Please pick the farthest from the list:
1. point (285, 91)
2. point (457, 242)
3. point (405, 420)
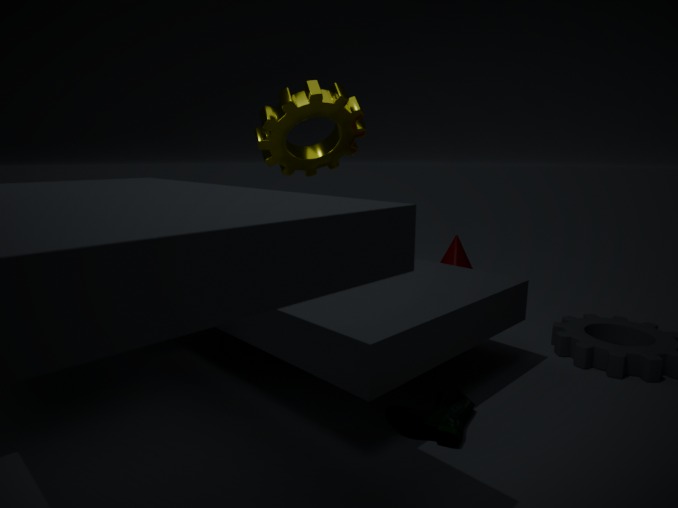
point (457, 242)
